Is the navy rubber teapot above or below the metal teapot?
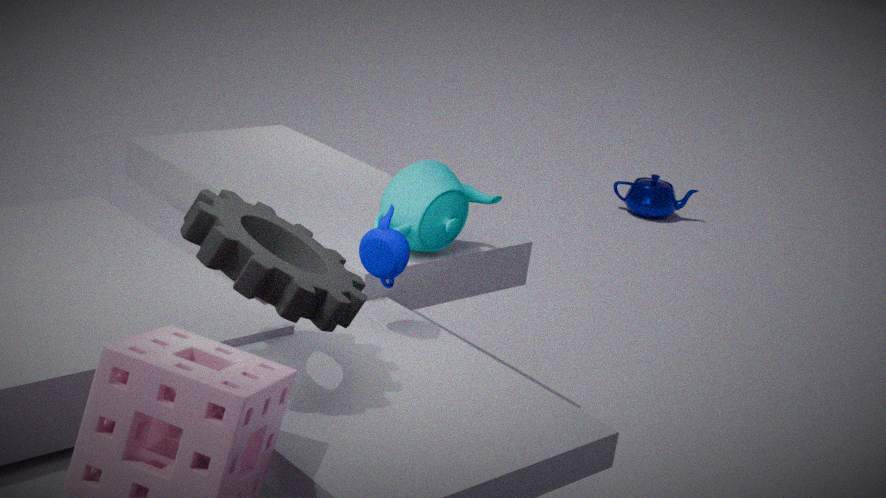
above
